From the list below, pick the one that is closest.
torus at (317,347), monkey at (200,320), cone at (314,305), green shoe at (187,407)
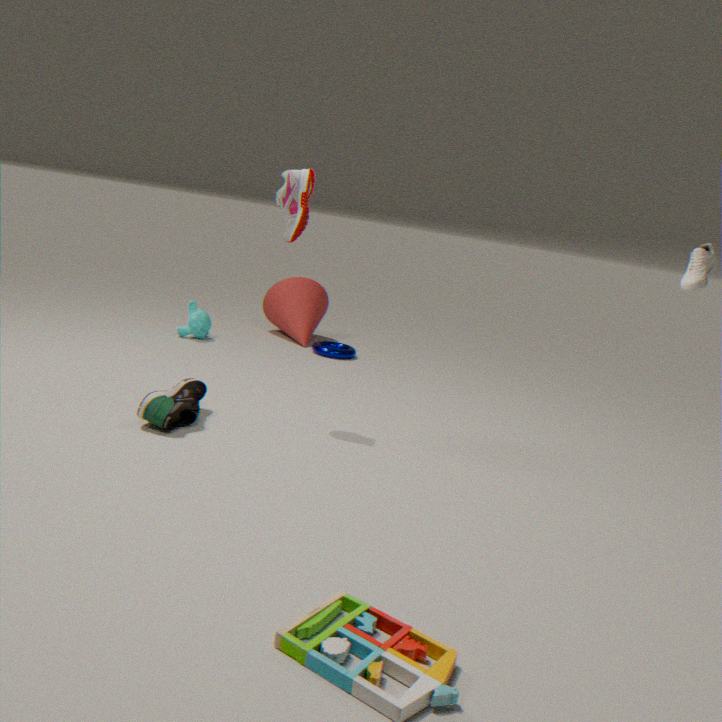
green shoe at (187,407)
